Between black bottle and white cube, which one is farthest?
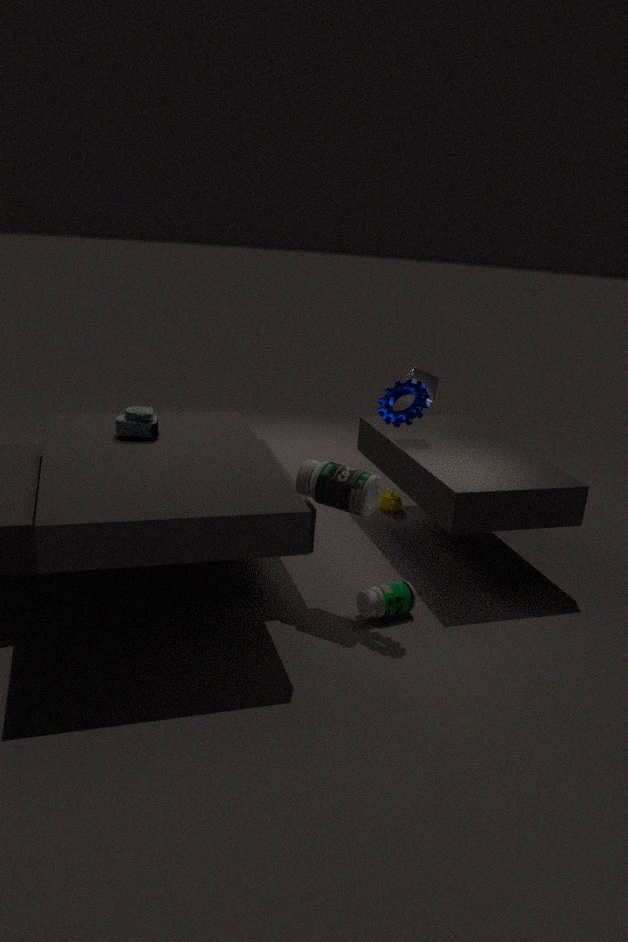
white cube
